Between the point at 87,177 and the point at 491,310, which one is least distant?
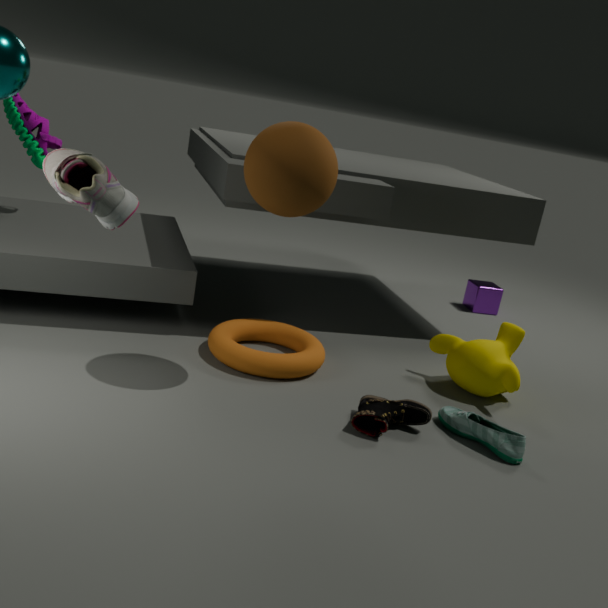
the point at 87,177
